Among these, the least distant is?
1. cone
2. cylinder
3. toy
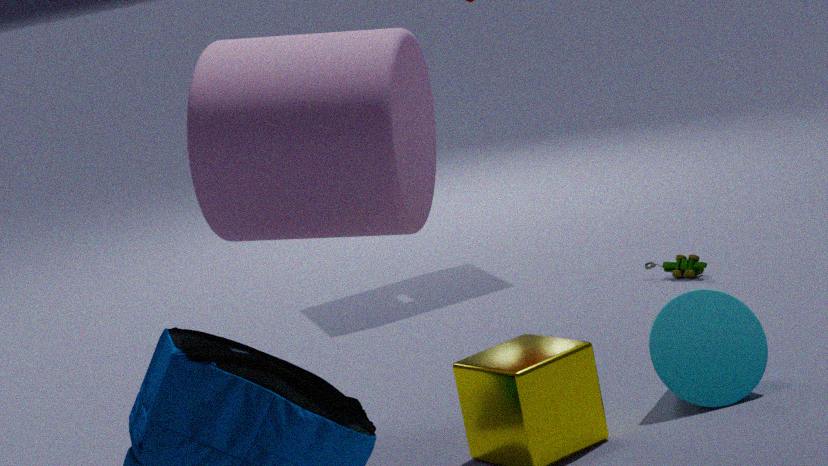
cylinder
